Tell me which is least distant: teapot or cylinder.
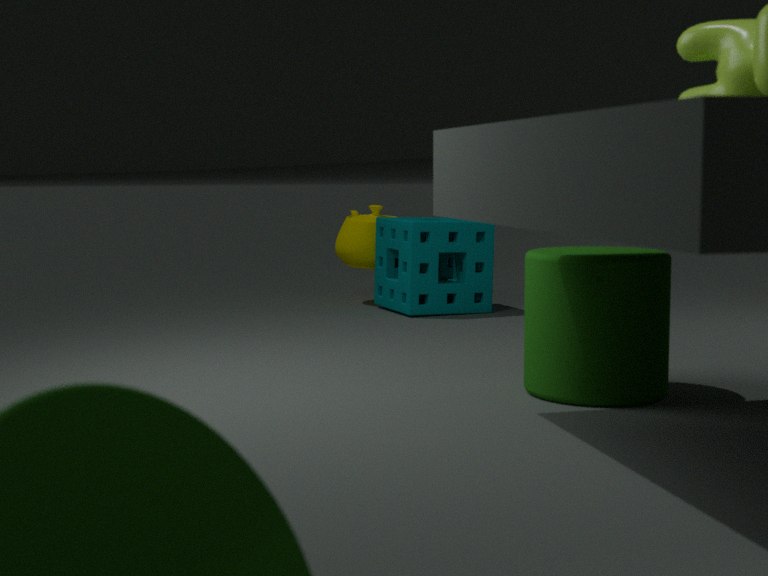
cylinder
